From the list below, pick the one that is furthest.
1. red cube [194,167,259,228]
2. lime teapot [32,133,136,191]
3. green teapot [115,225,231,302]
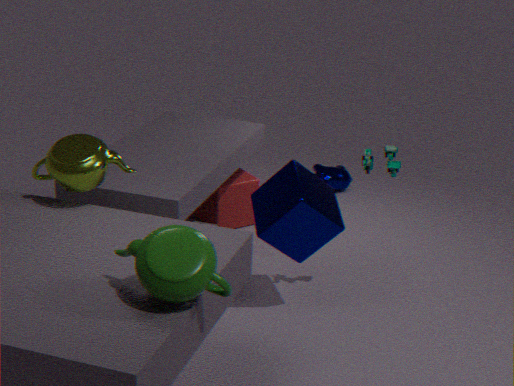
red cube [194,167,259,228]
